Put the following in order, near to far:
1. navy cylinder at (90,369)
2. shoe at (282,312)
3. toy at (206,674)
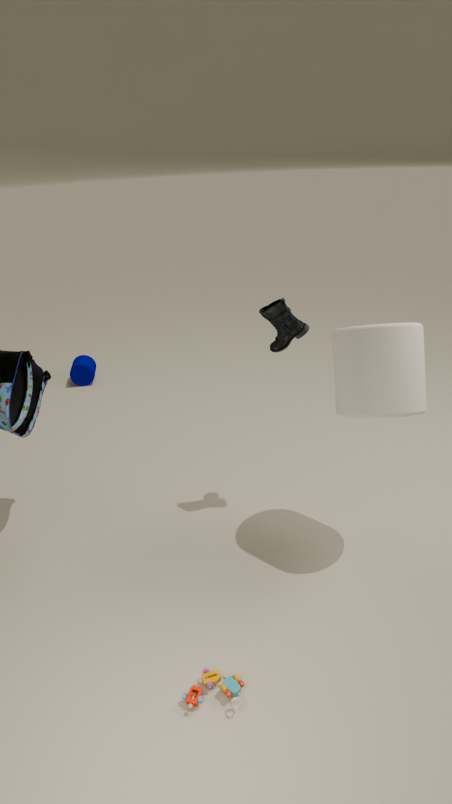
1. toy at (206,674)
2. shoe at (282,312)
3. navy cylinder at (90,369)
